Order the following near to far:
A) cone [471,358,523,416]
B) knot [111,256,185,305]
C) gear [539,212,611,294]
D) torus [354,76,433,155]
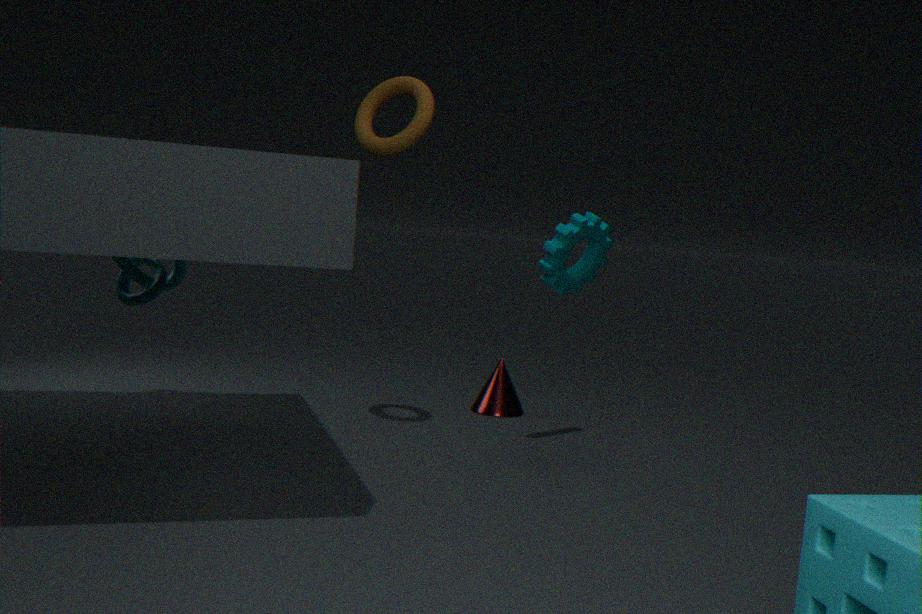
torus [354,76,433,155] → gear [539,212,611,294] → knot [111,256,185,305] → cone [471,358,523,416]
